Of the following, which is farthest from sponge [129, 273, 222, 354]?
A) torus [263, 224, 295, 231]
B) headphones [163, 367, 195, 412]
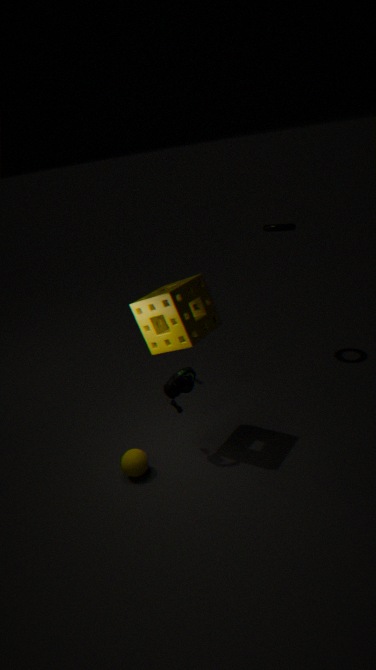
torus [263, 224, 295, 231]
